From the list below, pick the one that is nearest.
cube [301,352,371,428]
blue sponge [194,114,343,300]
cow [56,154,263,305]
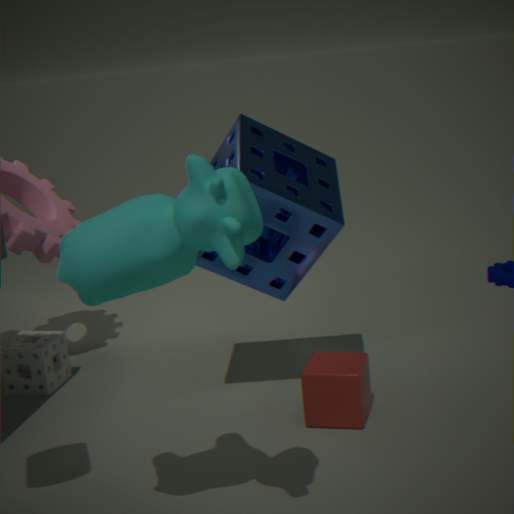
cow [56,154,263,305]
